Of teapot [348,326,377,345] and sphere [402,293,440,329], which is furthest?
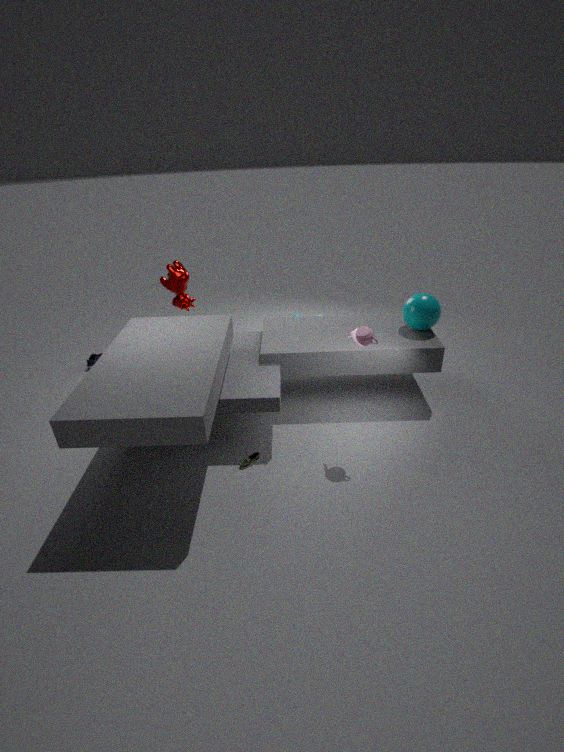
sphere [402,293,440,329]
